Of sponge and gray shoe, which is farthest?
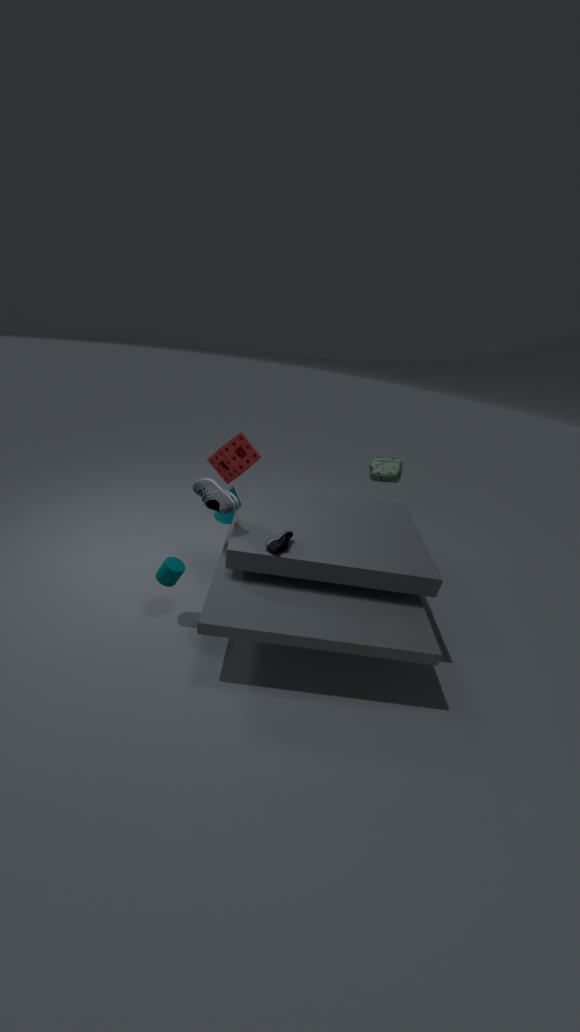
sponge
